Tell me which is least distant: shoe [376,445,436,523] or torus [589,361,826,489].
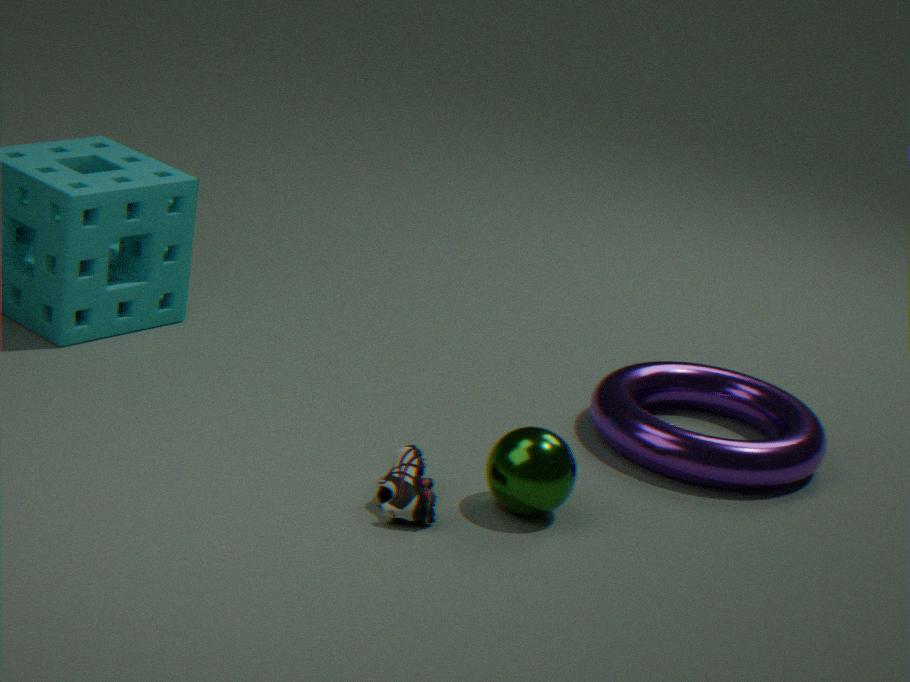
shoe [376,445,436,523]
